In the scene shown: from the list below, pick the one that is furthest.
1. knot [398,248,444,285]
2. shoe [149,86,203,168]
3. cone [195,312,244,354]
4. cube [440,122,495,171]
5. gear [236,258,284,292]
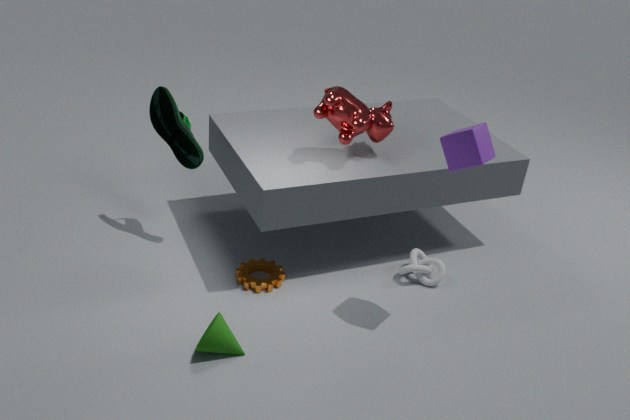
shoe [149,86,203,168]
